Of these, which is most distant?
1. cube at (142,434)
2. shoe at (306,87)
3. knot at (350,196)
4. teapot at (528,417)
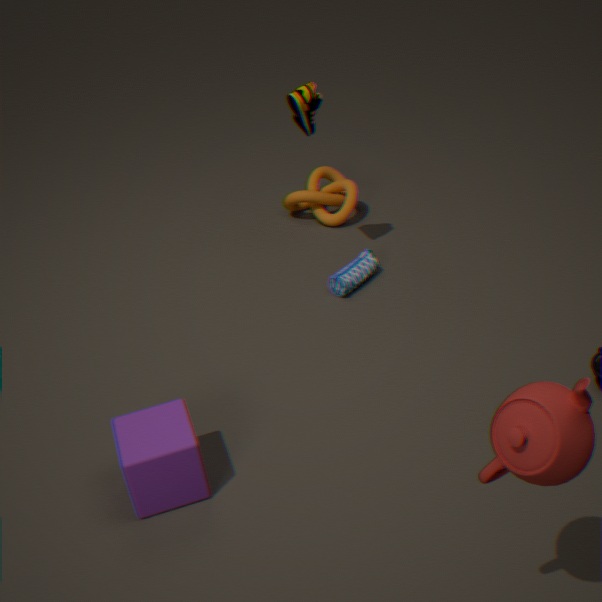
knot at (350,196)
